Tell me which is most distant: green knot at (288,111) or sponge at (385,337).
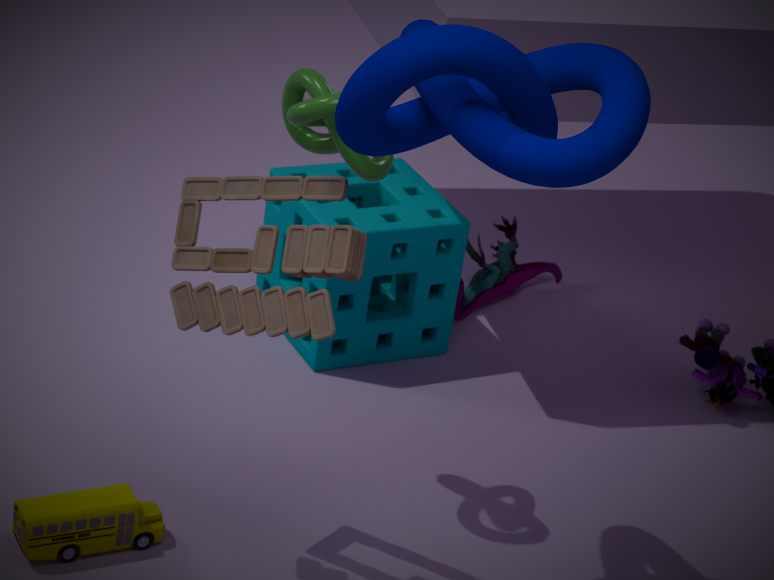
sponge at (385,337)
